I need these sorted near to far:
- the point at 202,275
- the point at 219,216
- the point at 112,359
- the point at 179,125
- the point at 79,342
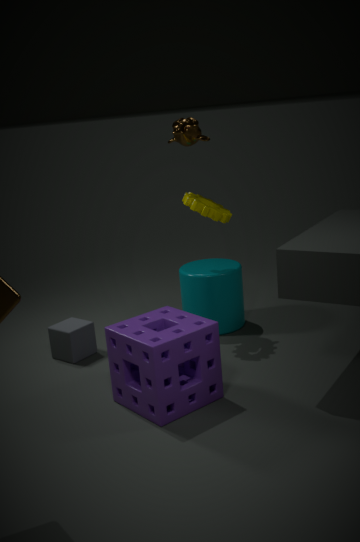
the point at 112,359
the point at 219,216
the point at 79,342
the point at 179,125
the point at 202,275
